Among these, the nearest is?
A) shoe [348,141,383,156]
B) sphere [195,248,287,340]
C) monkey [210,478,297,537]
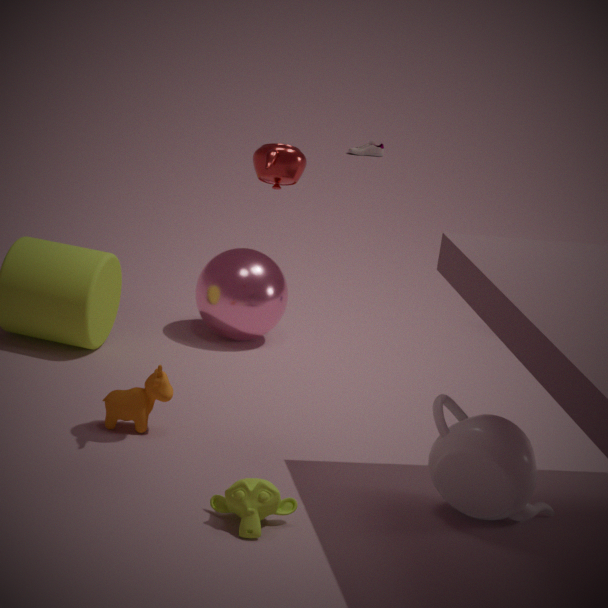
monkey [210,478,297,537]
